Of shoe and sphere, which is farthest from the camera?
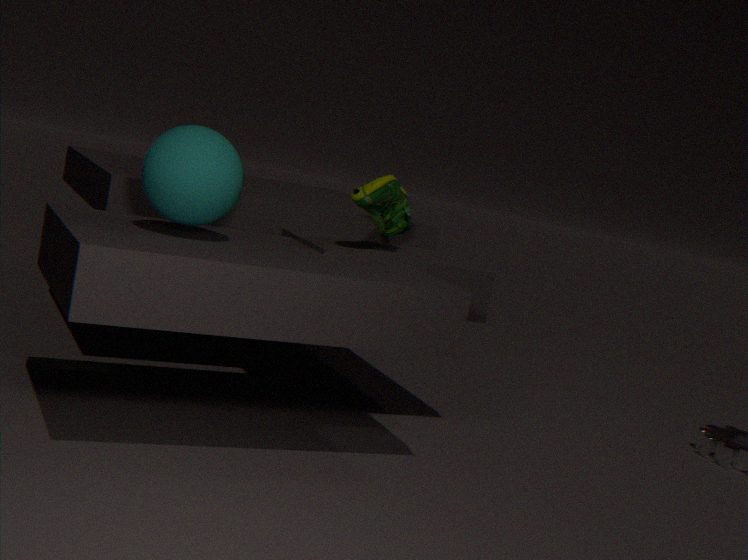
shoe
